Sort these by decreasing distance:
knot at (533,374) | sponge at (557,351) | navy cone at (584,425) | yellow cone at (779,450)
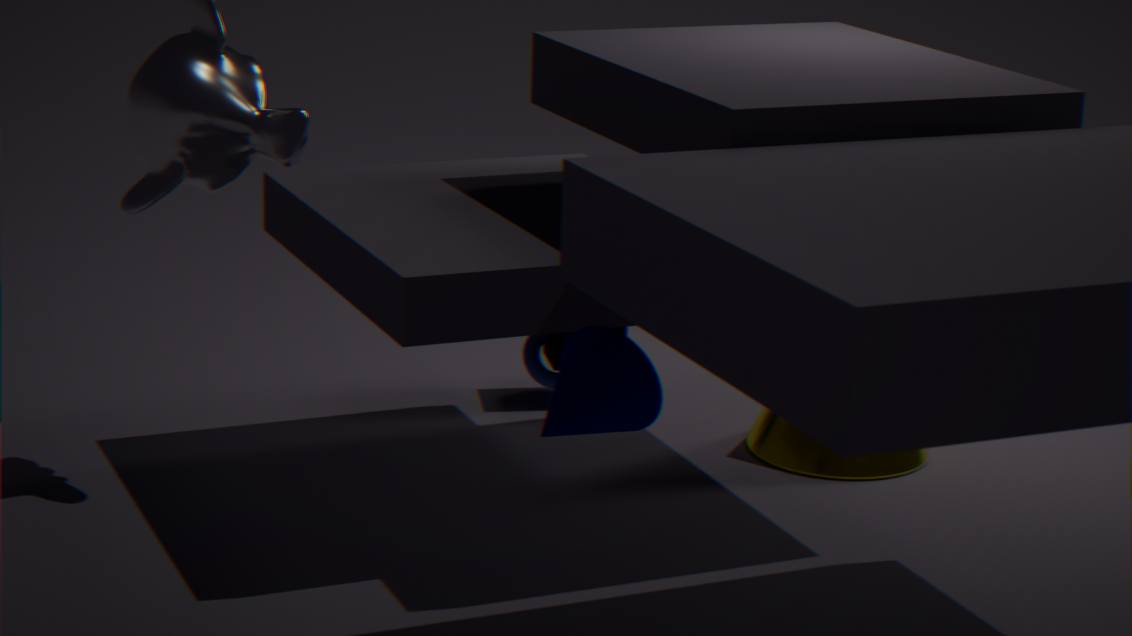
knot at (533,374), sponge at (557,351), yellow cone at (779,450), navy cone at (584,425)
